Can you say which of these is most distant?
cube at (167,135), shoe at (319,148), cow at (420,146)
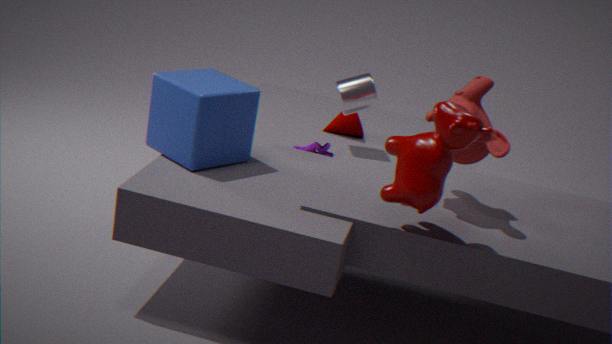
shoe at (319,148)
